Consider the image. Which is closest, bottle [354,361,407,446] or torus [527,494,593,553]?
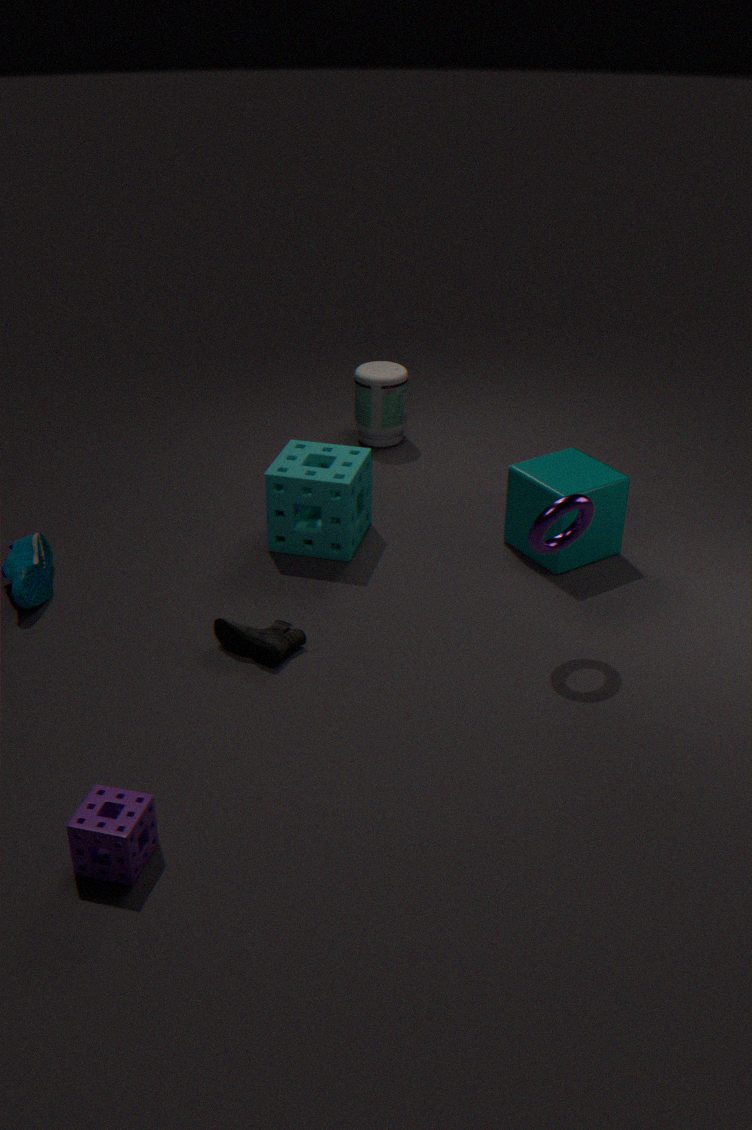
torus [527,494,593,553]
